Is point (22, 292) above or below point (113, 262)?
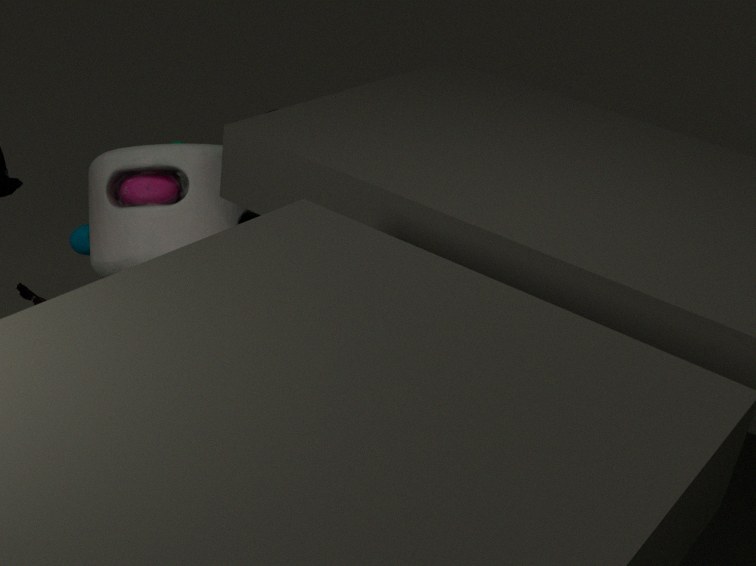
below
